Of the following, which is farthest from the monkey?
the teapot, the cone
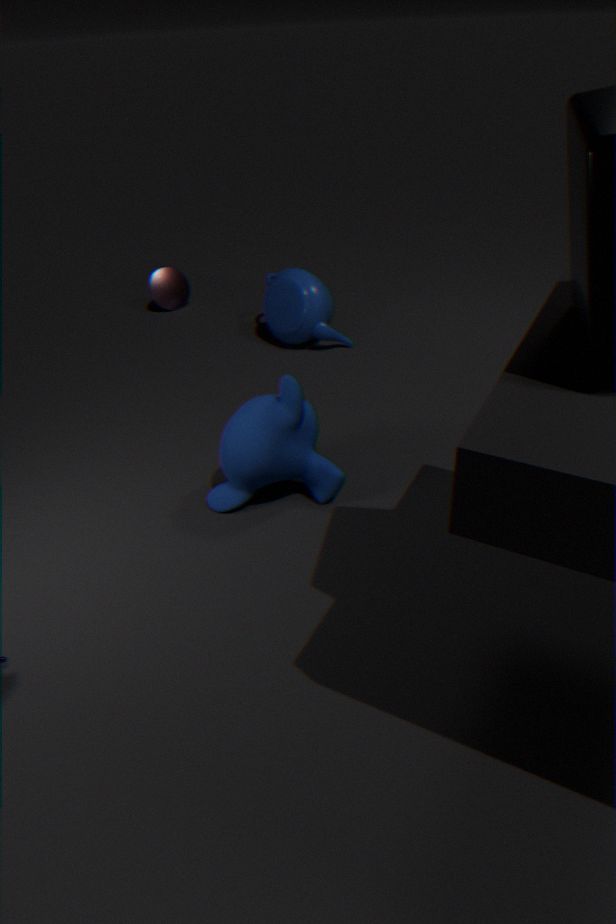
the cone
